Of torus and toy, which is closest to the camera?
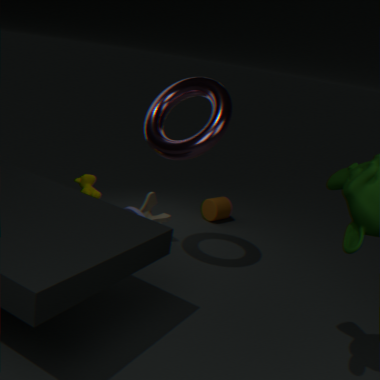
torus
